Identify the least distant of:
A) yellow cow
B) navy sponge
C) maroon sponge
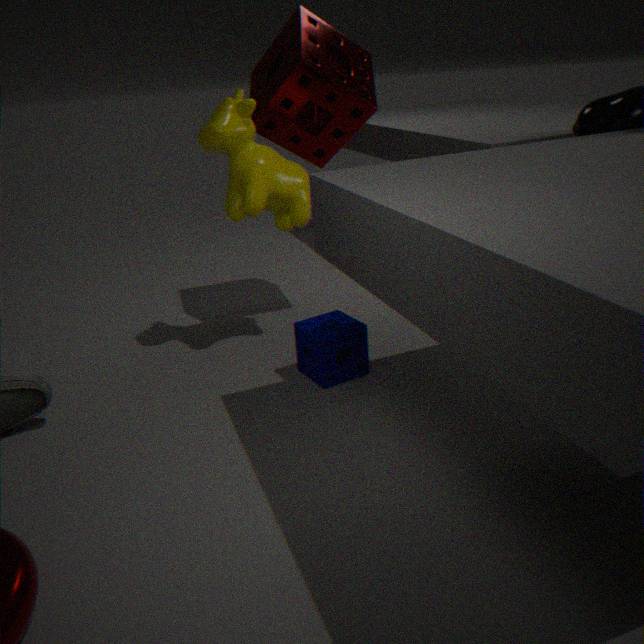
navy sponge
